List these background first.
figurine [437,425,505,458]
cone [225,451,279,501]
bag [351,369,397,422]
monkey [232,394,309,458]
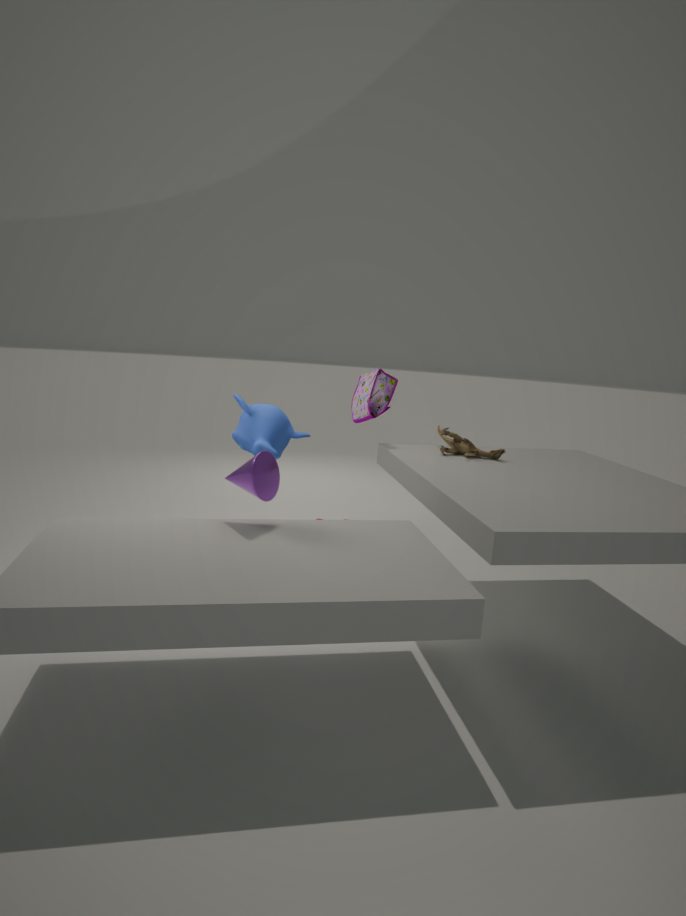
bag [351,369,397,422] → monkey [232,394,309,458] → figurine [437,425,505,458] → cone [225,451,279,501]
